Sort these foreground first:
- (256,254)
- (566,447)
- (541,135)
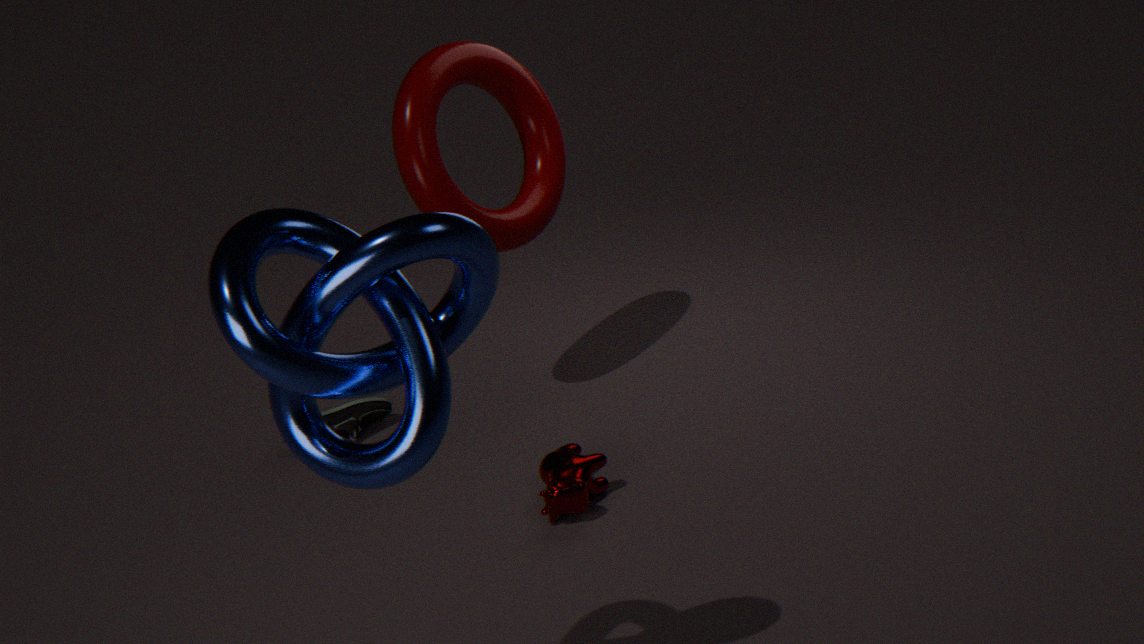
(256,254) → (566,447) → (541,135)
